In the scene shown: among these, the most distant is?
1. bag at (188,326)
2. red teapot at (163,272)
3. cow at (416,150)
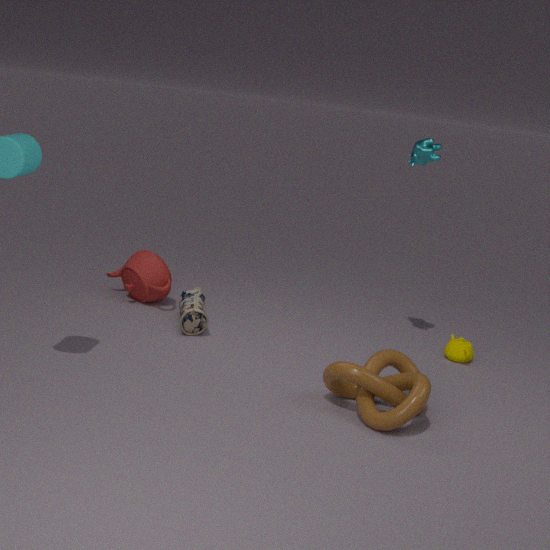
red teapot at (163,272)
